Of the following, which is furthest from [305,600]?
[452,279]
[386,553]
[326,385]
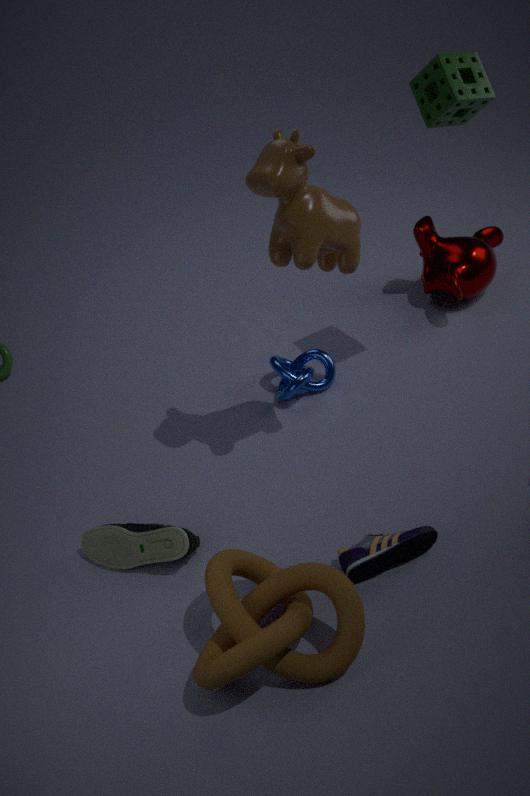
[452,279]
